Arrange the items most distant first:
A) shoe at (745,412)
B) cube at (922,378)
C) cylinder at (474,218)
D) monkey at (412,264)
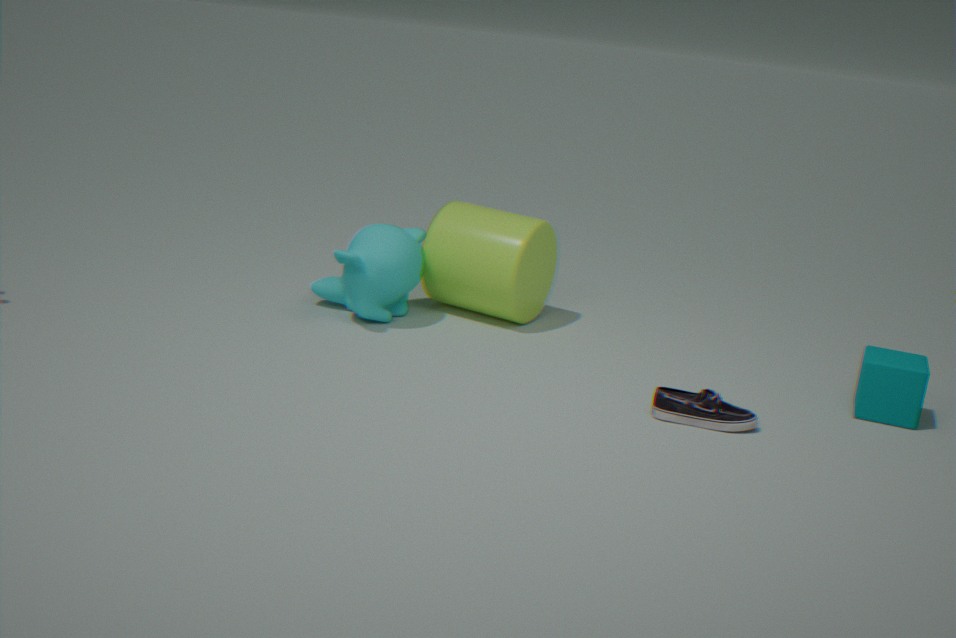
cylinder at (474,218) → monkey at (412,264) → cube at (922,378) → shoe at (745,412)
